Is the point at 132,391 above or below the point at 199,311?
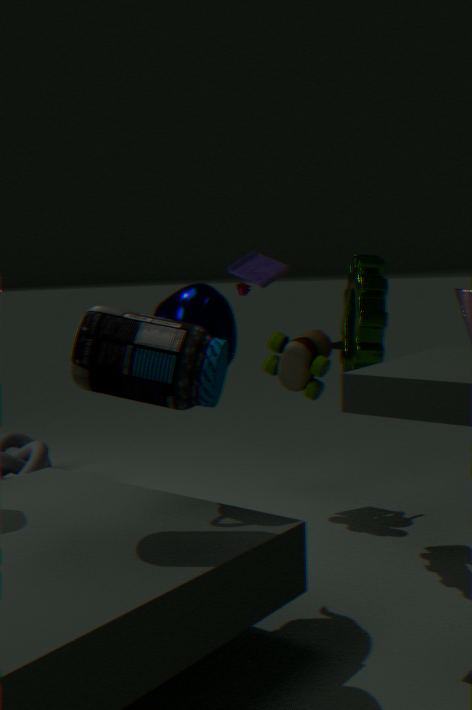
below
